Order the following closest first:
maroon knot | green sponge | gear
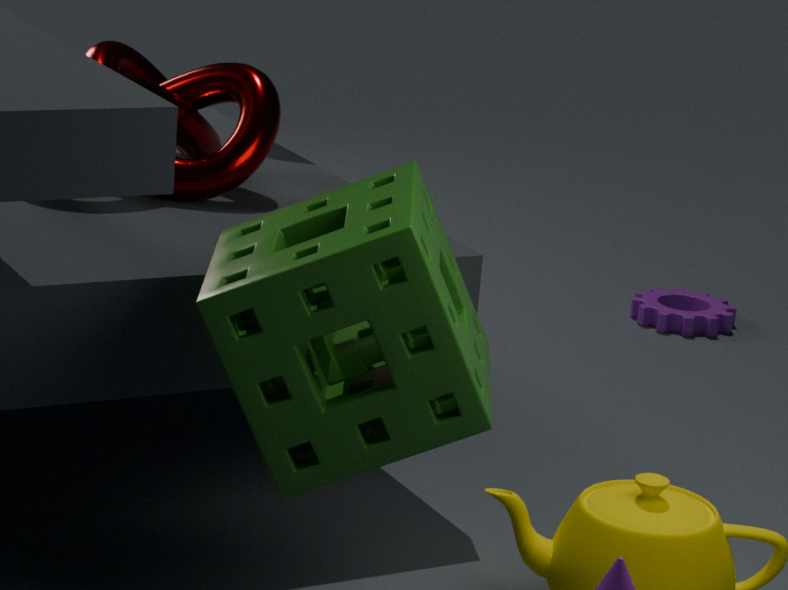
green sponge → maroon knot → gear
